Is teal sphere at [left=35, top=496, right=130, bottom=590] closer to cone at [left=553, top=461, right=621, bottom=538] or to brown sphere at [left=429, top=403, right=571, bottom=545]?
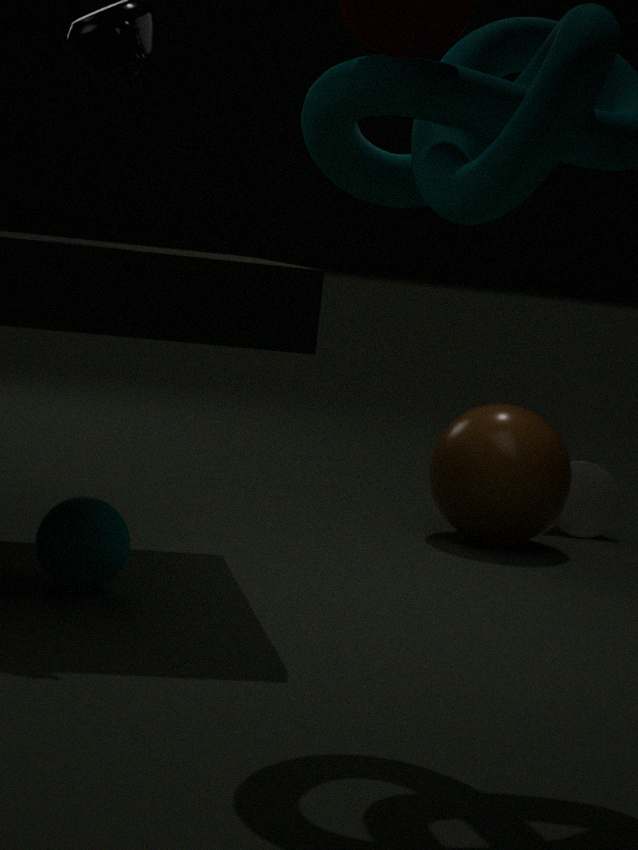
brown sphere at [left=429, top=403, right=571, bottom=545]
